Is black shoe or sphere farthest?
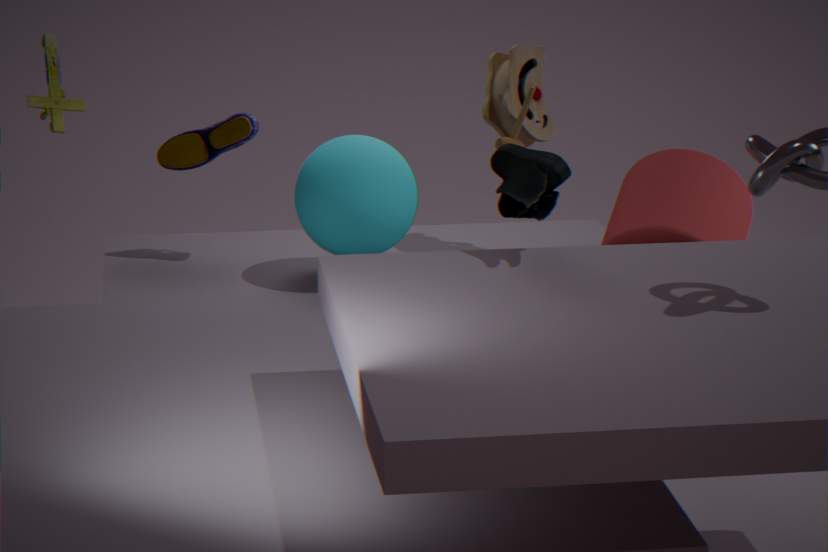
sphere
